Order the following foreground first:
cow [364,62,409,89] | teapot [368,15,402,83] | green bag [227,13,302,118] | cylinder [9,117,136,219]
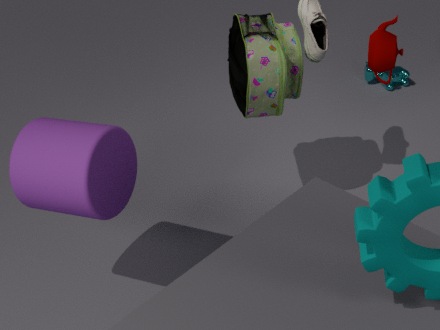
cylinder [9,117,136,219], teapot [368,15,402,83], green bag [227,13,302,118], cow [364,62,409,89]
